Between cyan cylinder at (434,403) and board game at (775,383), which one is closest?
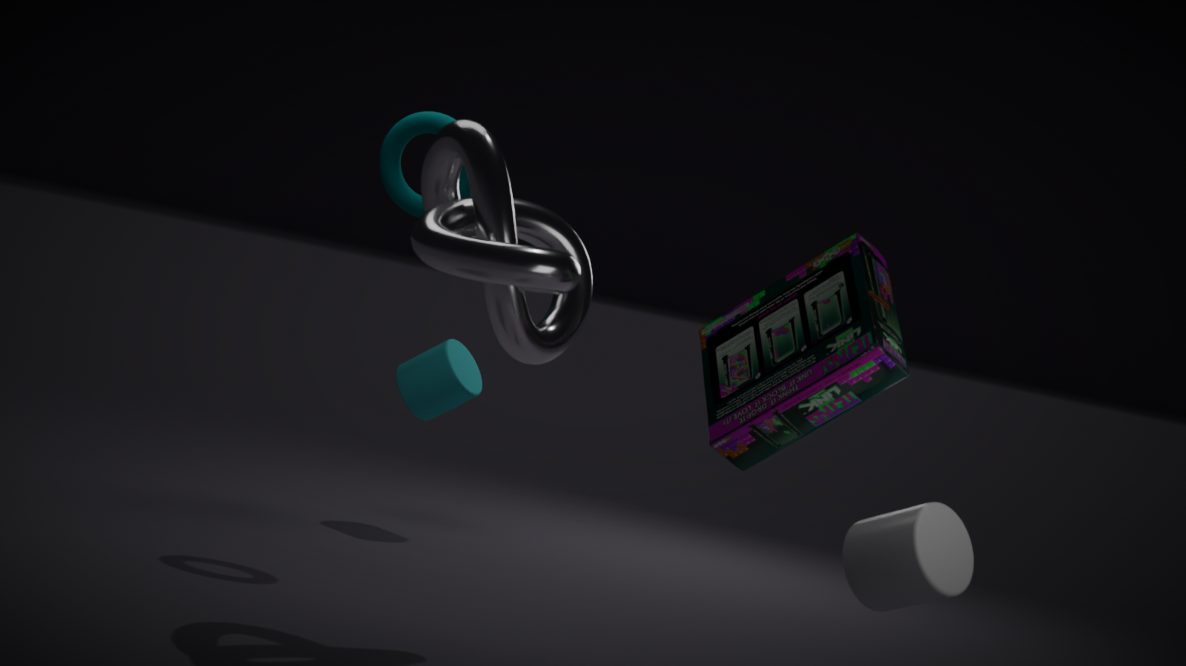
board game at (775,383)
